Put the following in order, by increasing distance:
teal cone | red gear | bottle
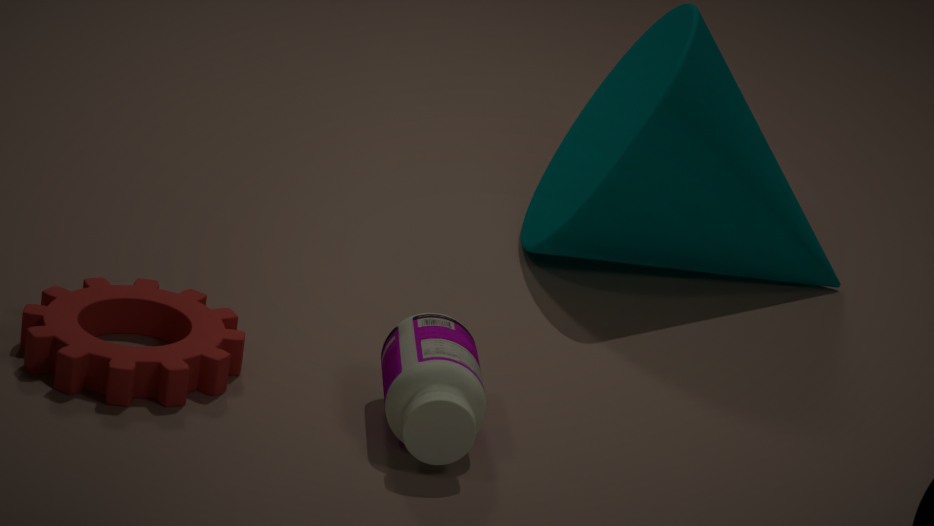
bottle
red gear
teal cone
